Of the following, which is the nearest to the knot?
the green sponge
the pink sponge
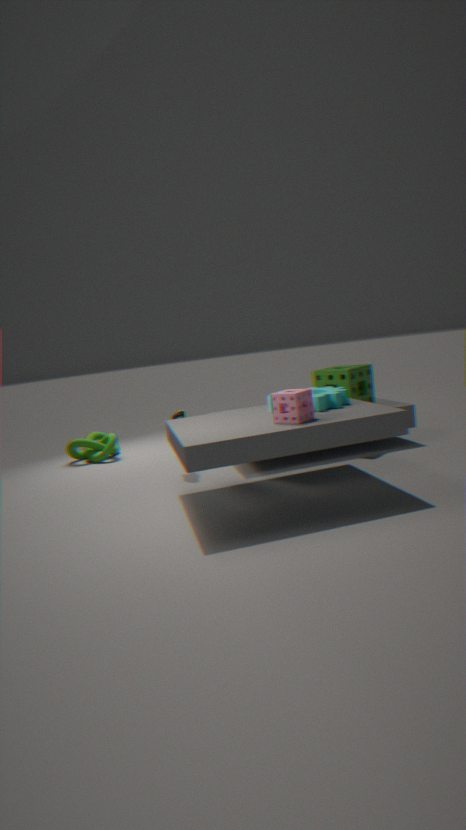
the green sponge
